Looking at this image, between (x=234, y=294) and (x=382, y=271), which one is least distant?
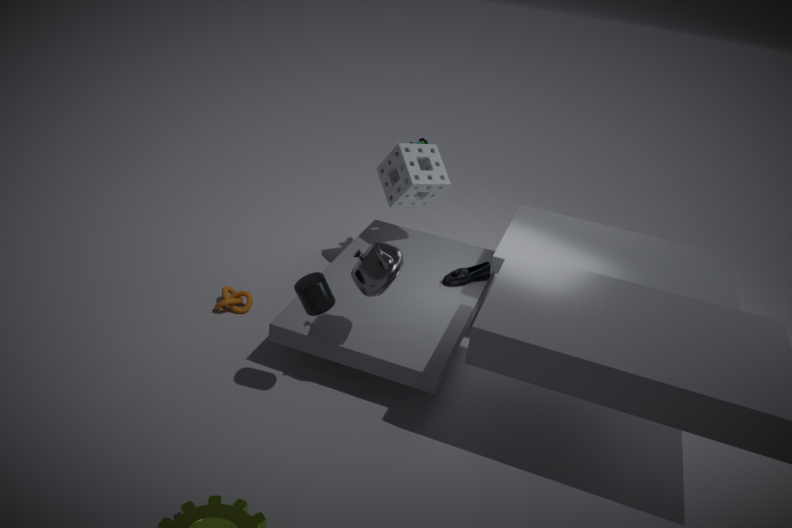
(x=382, y=271)
